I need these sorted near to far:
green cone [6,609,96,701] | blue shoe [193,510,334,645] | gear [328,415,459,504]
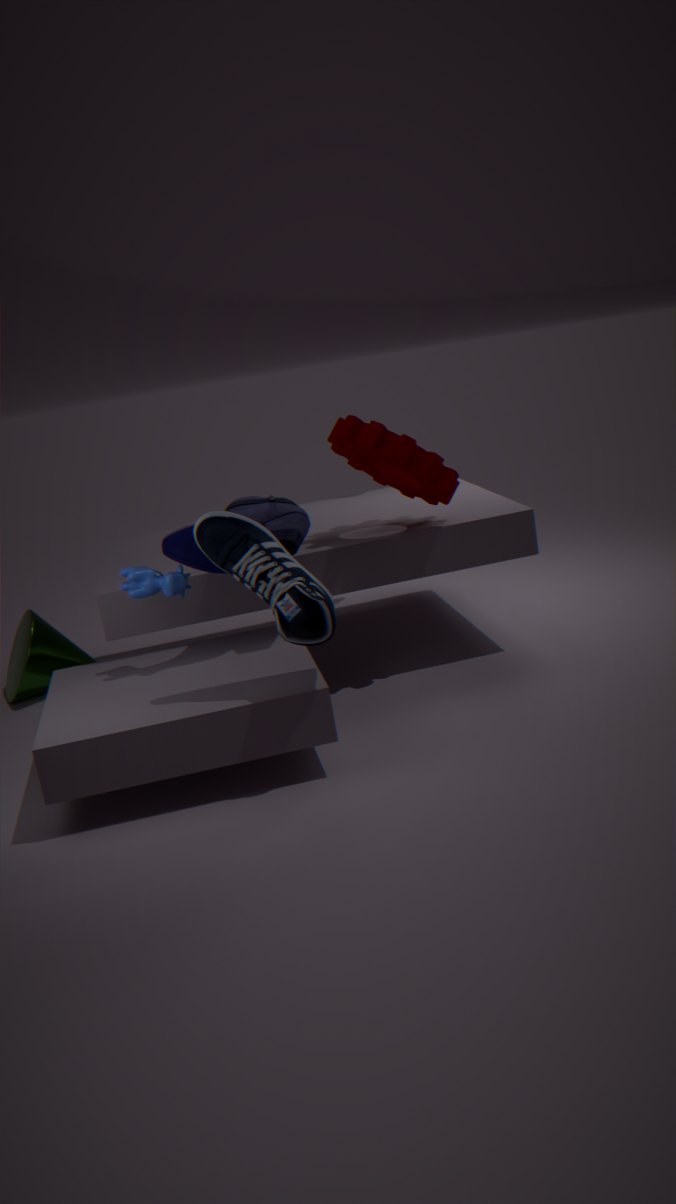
blue shoe [193,510,334,645]
gear [328,415,459,504]
green cone [6,609,96,701]
